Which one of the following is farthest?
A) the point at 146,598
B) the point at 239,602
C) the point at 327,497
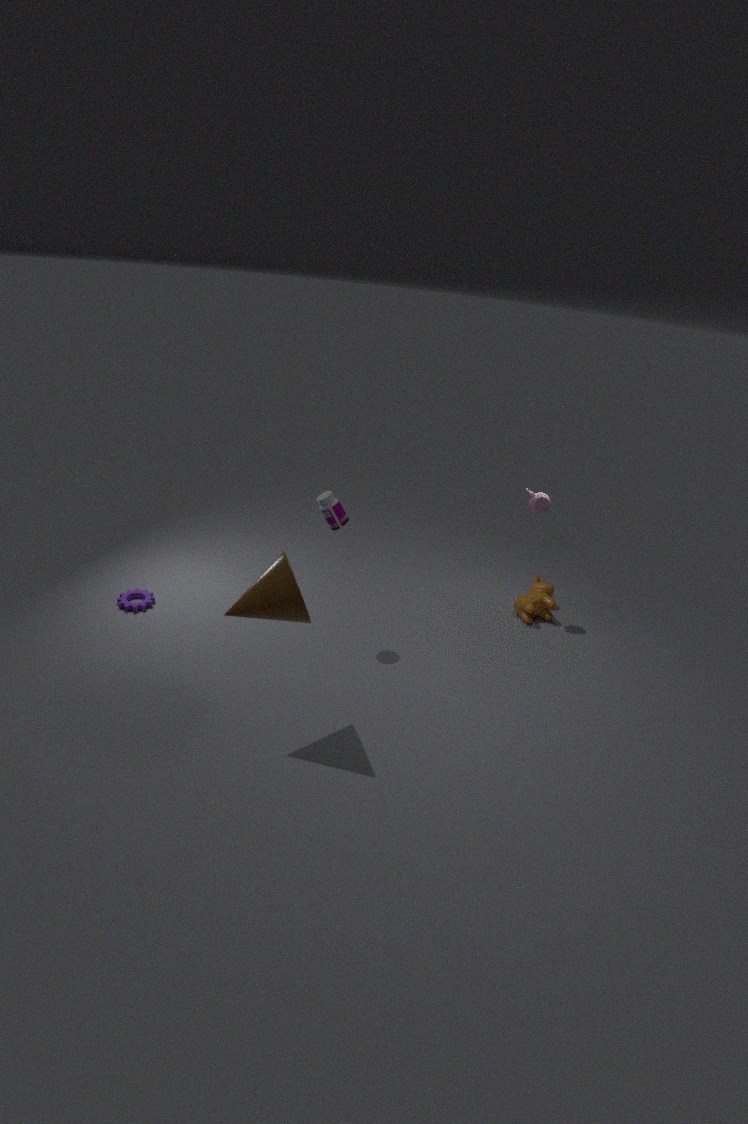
the point at 146,598
